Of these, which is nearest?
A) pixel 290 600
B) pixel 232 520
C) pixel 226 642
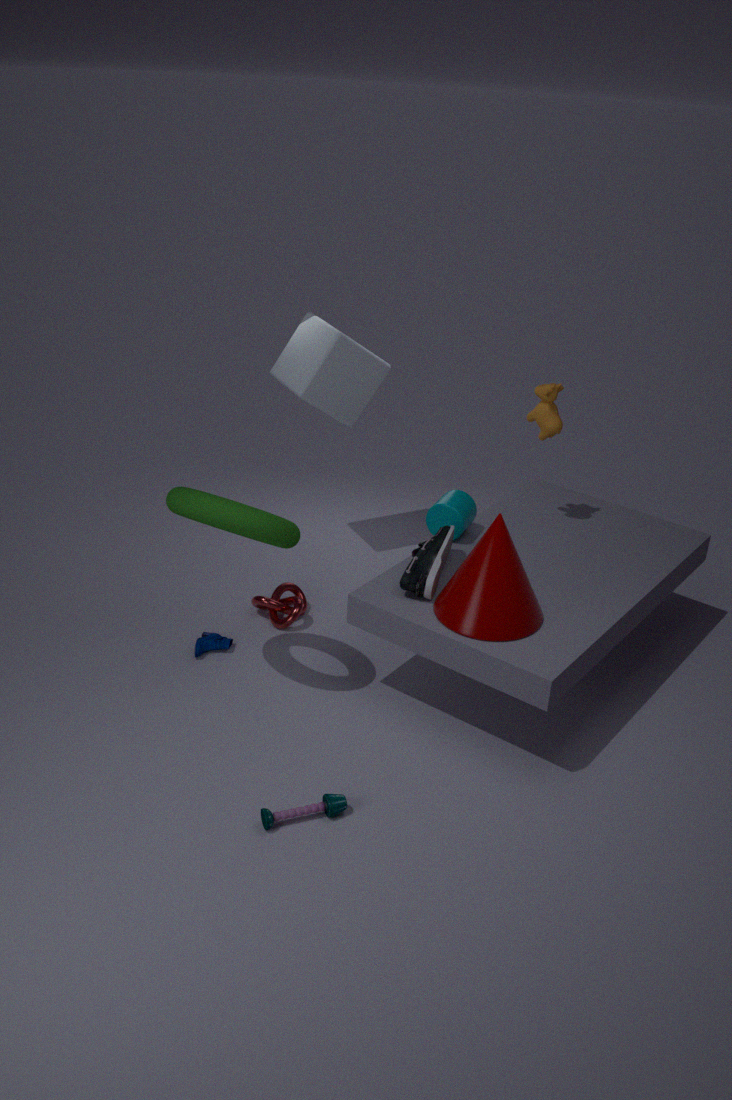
pixel 232 520
